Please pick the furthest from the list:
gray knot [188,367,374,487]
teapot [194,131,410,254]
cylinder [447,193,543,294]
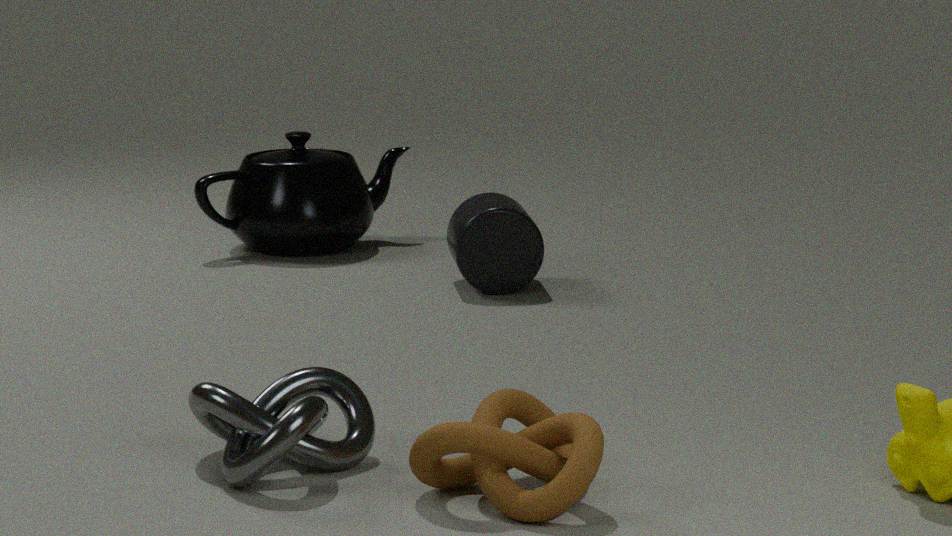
teapot [194,131,410,254]
